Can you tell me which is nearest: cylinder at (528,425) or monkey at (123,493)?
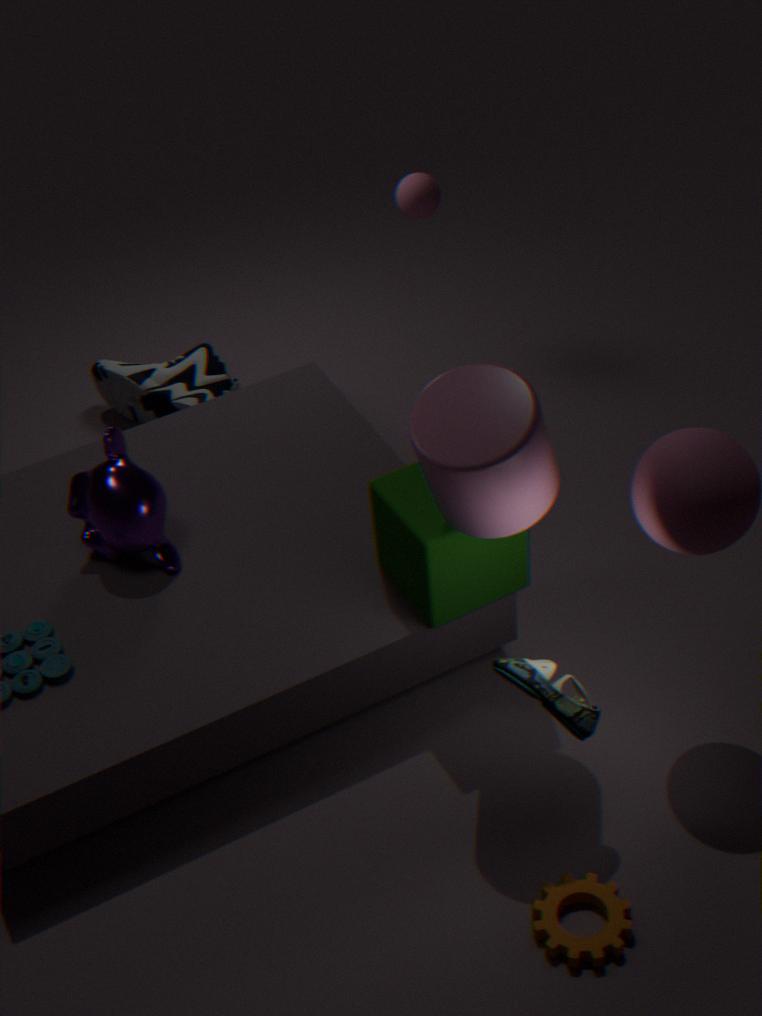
cylinder at (528,425)
